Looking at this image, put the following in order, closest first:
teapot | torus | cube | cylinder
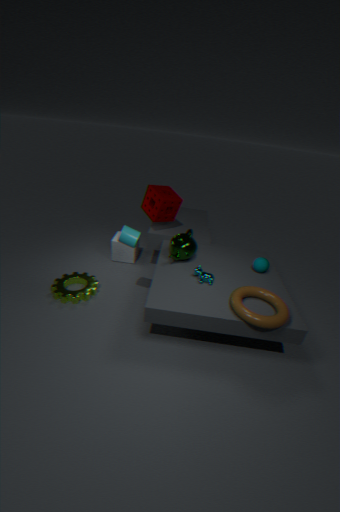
torus, cylinder, teapot, cube
